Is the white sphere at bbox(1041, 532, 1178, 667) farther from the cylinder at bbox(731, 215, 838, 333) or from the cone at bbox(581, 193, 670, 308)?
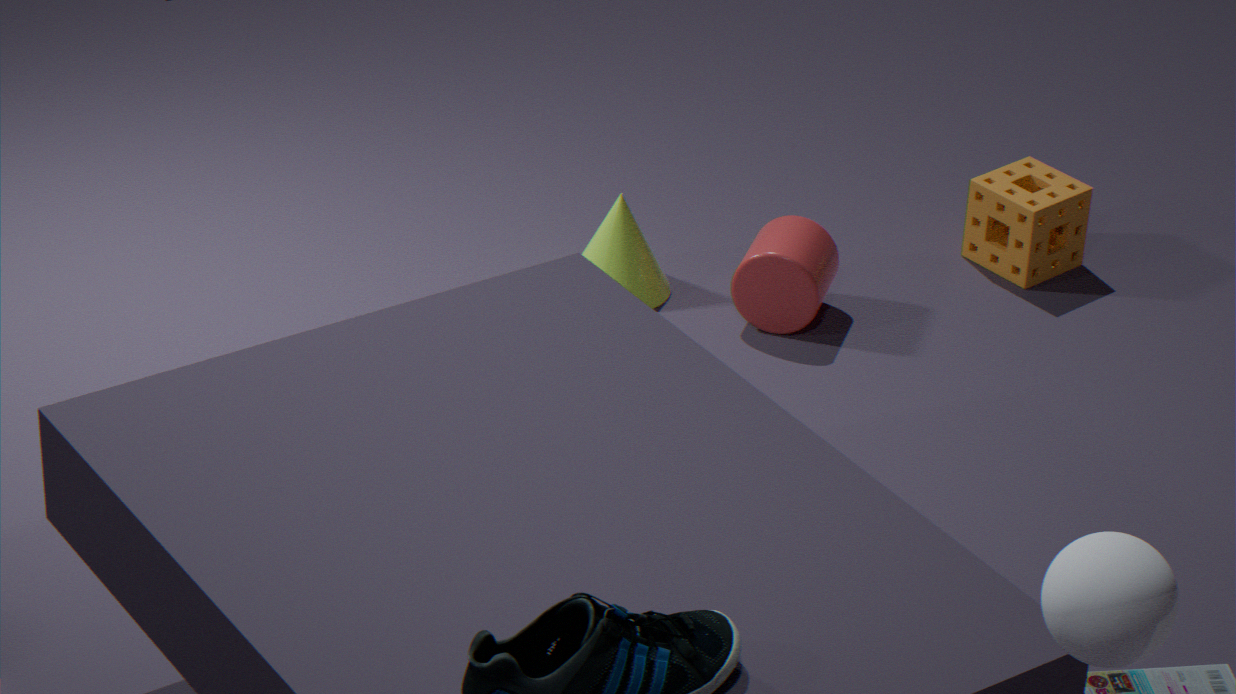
the cone at bbox(581, 193, 670, 308)
